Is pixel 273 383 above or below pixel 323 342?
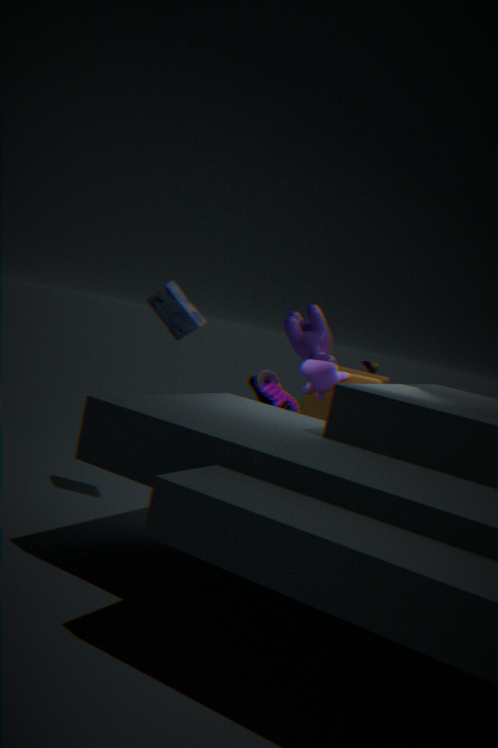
below
